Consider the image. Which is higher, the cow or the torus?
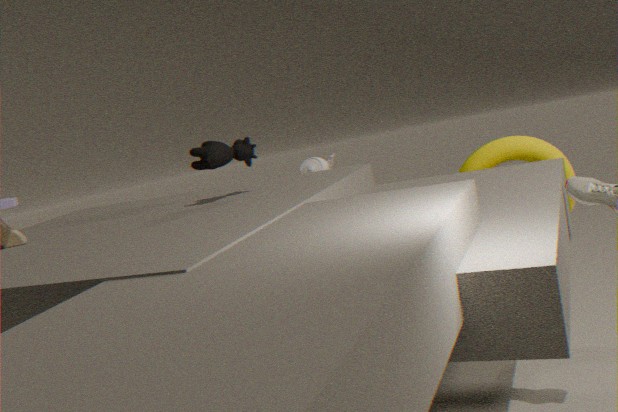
the cow
